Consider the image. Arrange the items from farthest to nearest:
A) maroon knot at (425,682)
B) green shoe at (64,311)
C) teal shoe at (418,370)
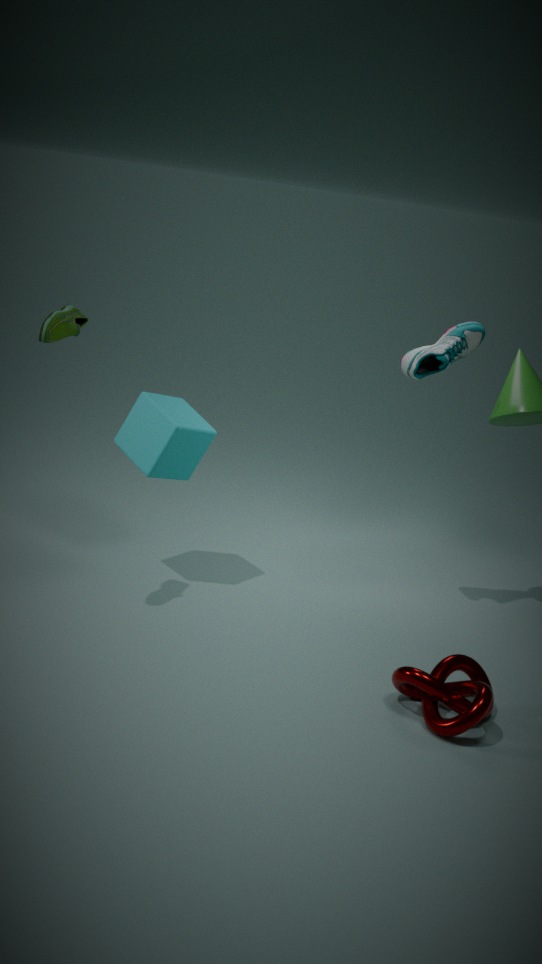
1. teal shoe at (418,370)
2. green shoe at (64,311)
3. maroon knot at (425,682)
